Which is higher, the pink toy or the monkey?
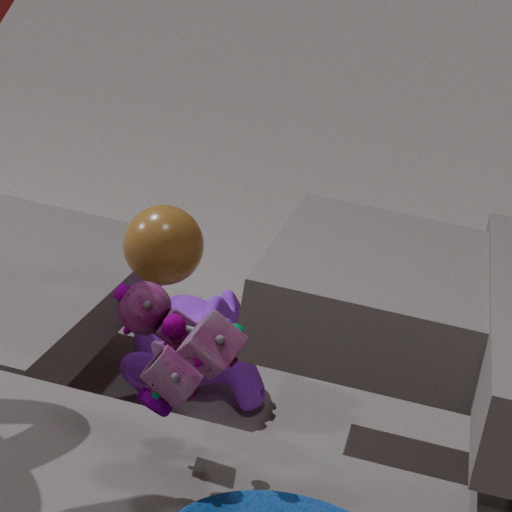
the pink toy
